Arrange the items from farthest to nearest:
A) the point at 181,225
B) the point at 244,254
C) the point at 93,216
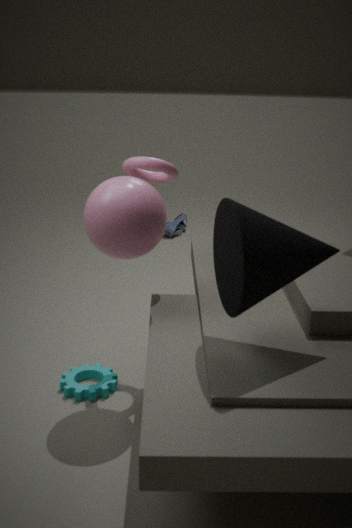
A. the point at 181,225, C. the point at 93,216, B. the point at 244,254
